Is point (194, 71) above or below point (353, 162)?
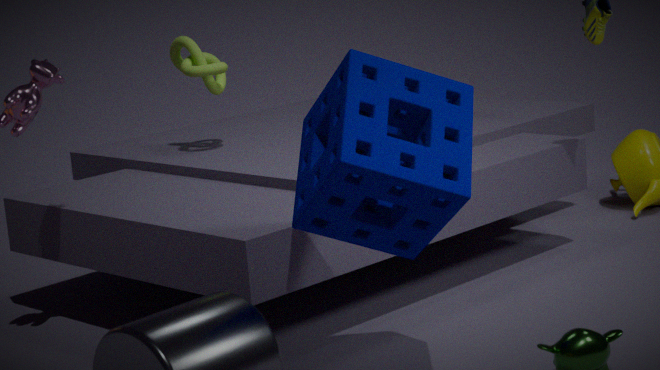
above
